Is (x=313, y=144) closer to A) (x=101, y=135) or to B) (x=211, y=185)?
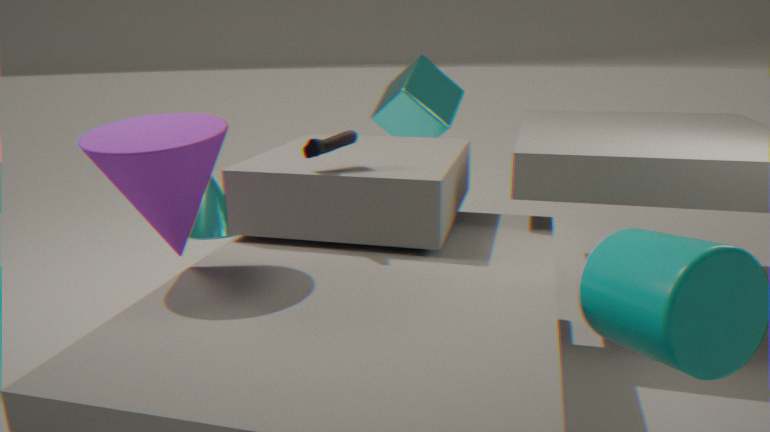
A) (x=101, y=135)
